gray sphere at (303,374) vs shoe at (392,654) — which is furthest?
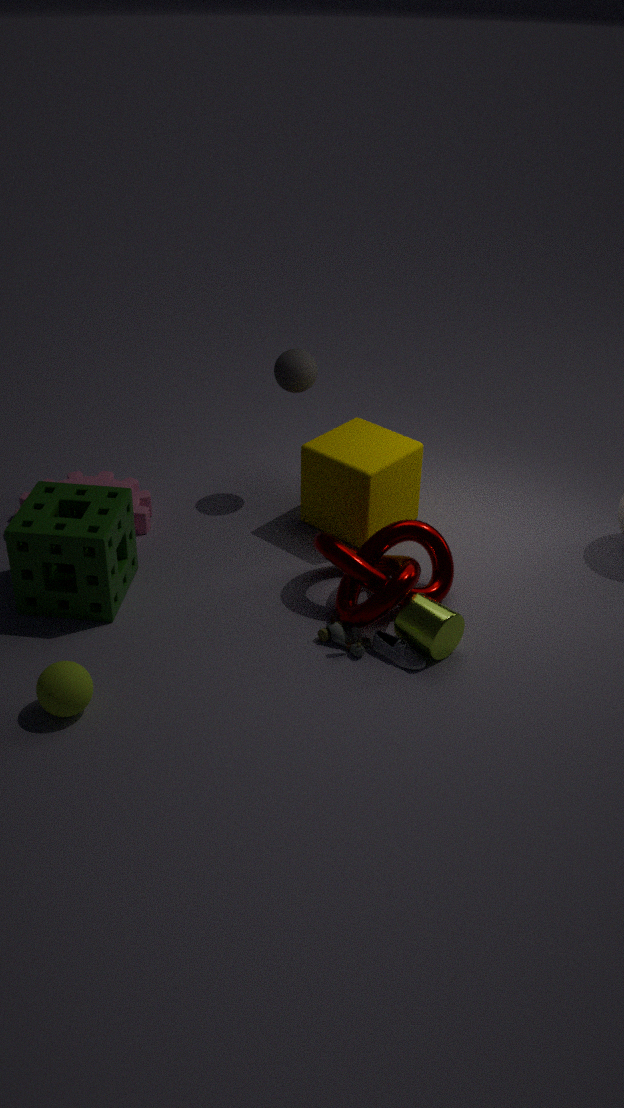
gray sphere at (303,374)
